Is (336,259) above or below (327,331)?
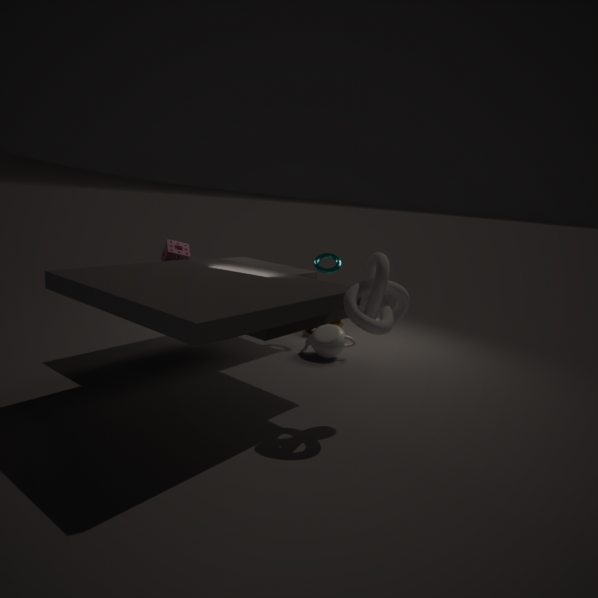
above
